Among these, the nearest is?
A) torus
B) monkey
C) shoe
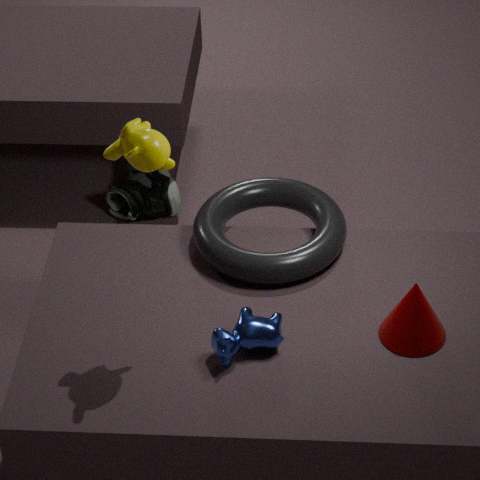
monkey
